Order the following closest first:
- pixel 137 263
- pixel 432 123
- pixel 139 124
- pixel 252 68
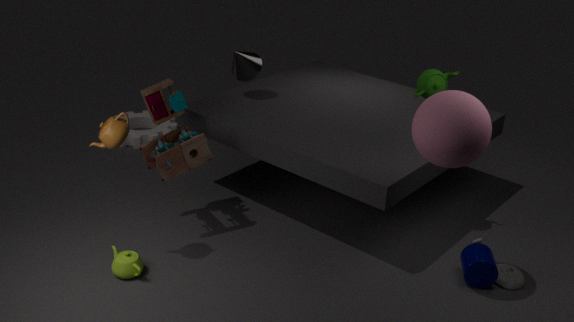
pixel 432 123, pixel 137 263, pixel 252 68, pixel 139 124
